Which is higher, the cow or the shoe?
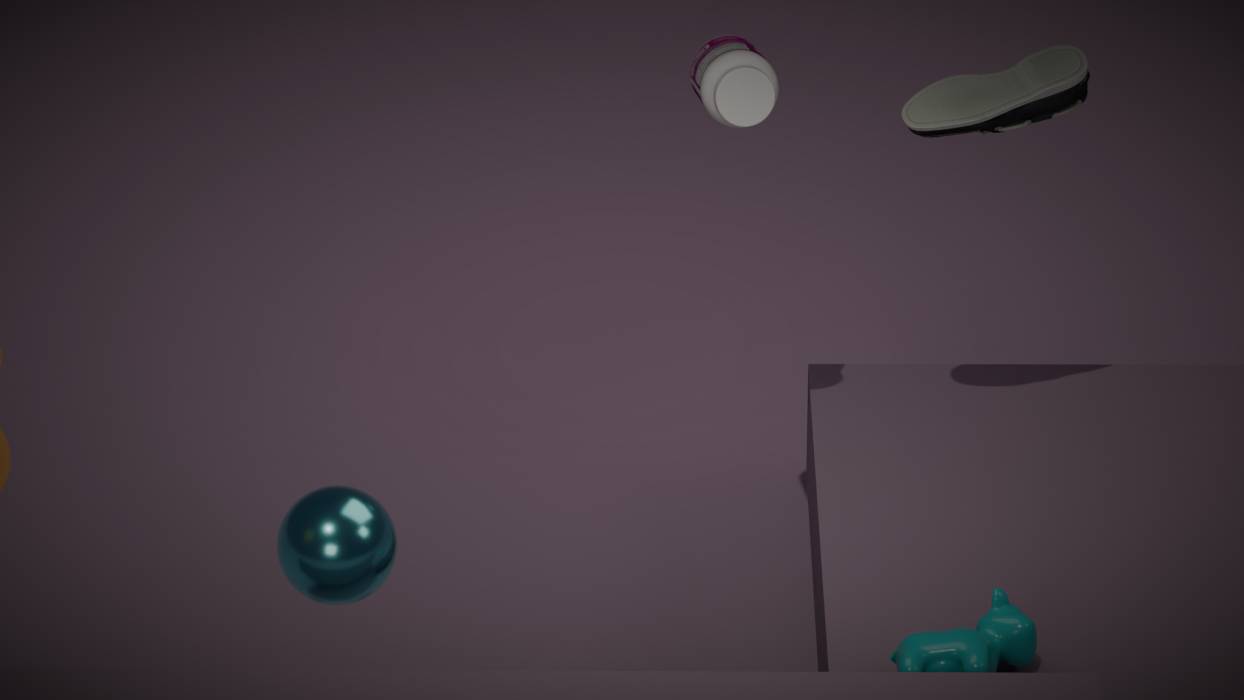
the shoe
